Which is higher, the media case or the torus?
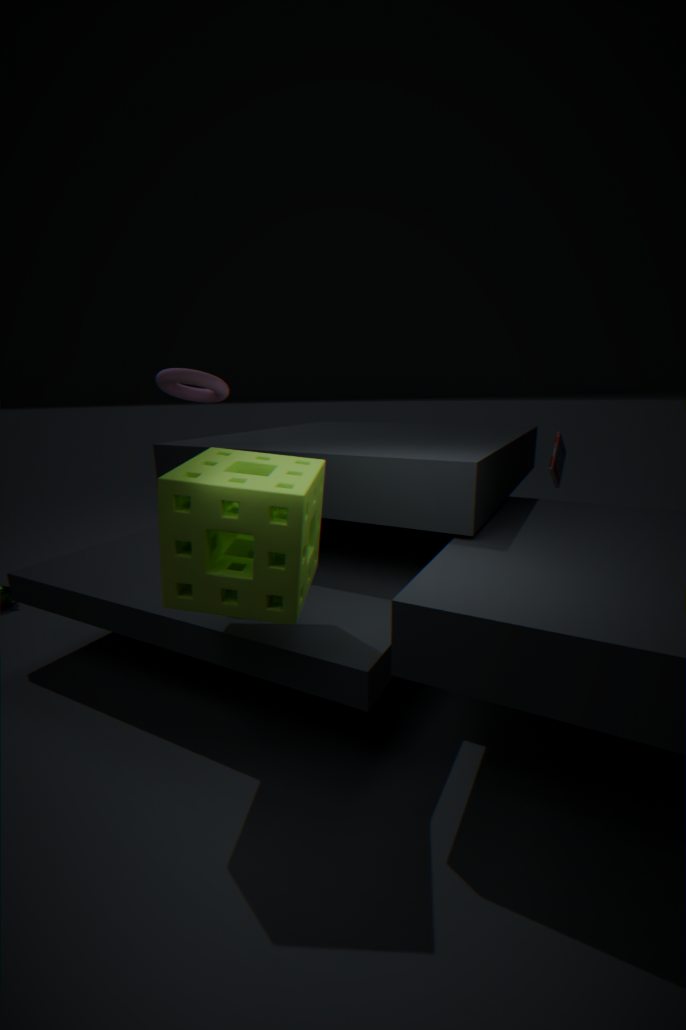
the torus
